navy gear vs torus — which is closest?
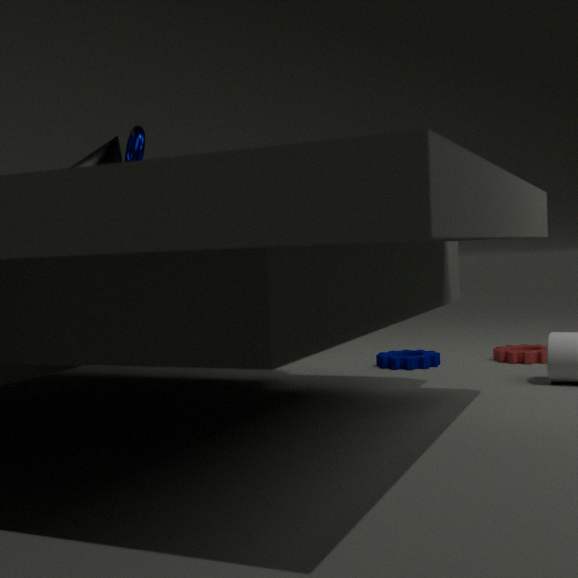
navy gear
